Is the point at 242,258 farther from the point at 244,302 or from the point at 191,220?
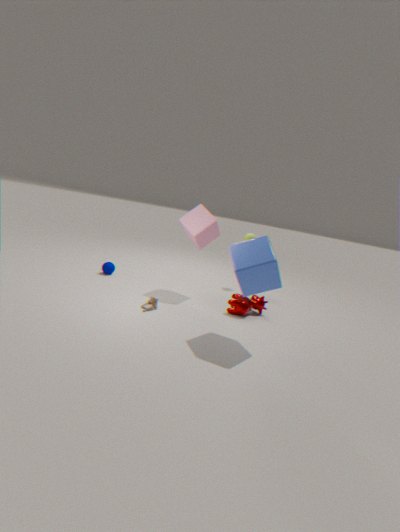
the point at 191,220
